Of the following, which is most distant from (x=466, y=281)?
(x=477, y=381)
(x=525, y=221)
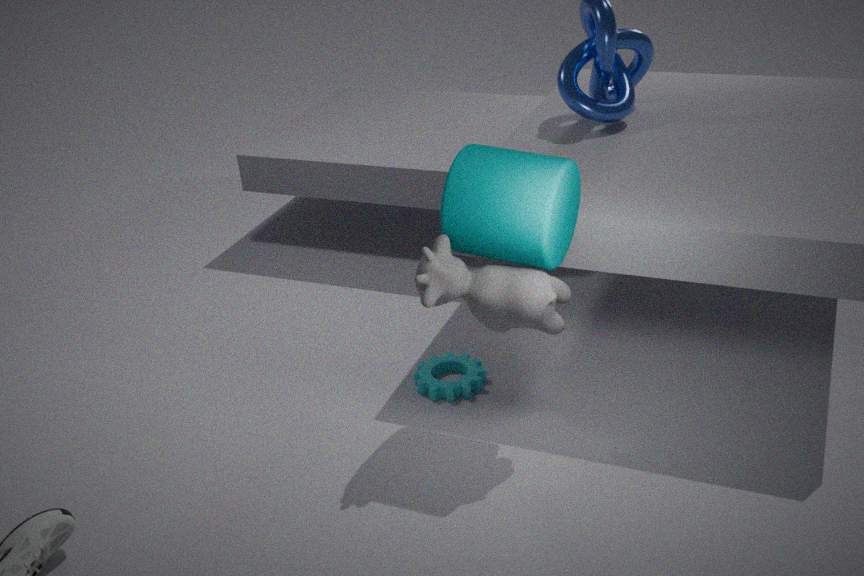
(x=477, y=381)
